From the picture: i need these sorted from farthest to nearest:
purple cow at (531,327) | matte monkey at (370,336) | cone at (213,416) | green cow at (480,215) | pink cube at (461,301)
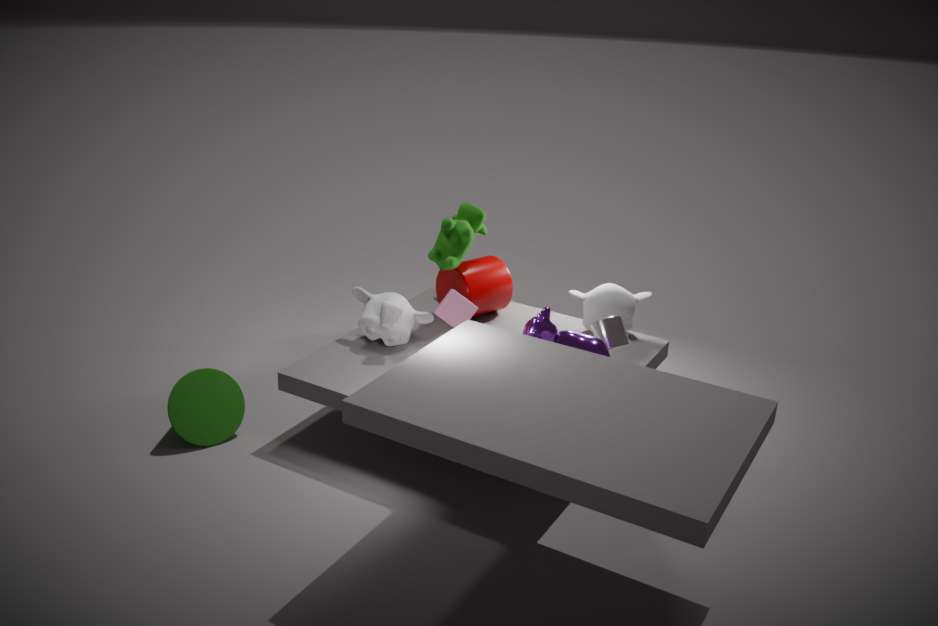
green cow at (480,215) → pink cube at (461,301) → matte monkey at (370,336) → cone at (213,416) → purple cow at (531,327)
